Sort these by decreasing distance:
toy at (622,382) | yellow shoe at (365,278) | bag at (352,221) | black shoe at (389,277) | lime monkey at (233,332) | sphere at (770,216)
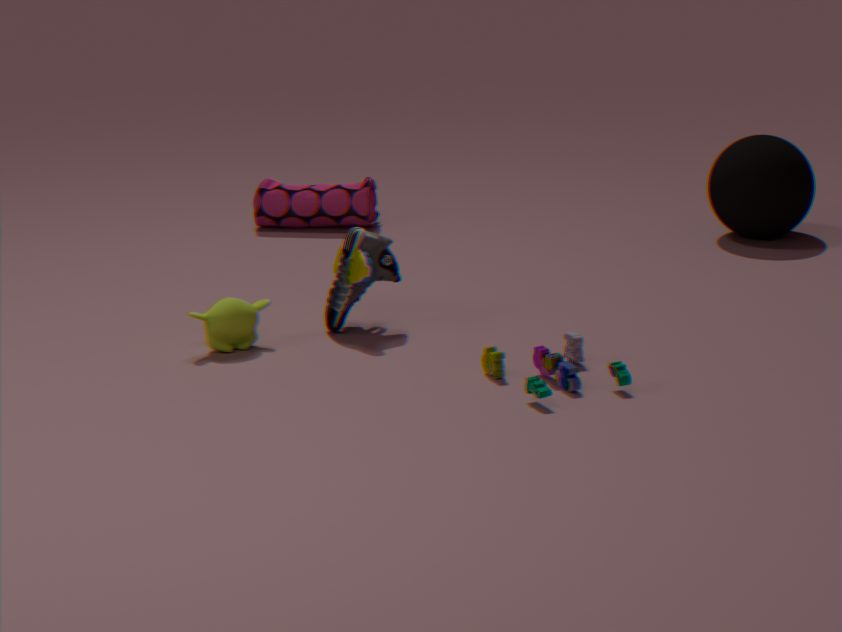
bag at (352,221) < sphere at (770,216) < black shoe at (389,277) < yellow shoe at (365,278) < lime monkey at (233,332) < toy at (622,382)
